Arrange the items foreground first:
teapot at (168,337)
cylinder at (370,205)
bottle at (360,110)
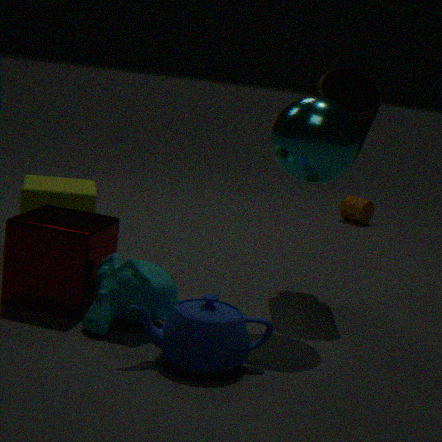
teapot at (168,337), bottle at (360,110), cylinder at (370,205)
